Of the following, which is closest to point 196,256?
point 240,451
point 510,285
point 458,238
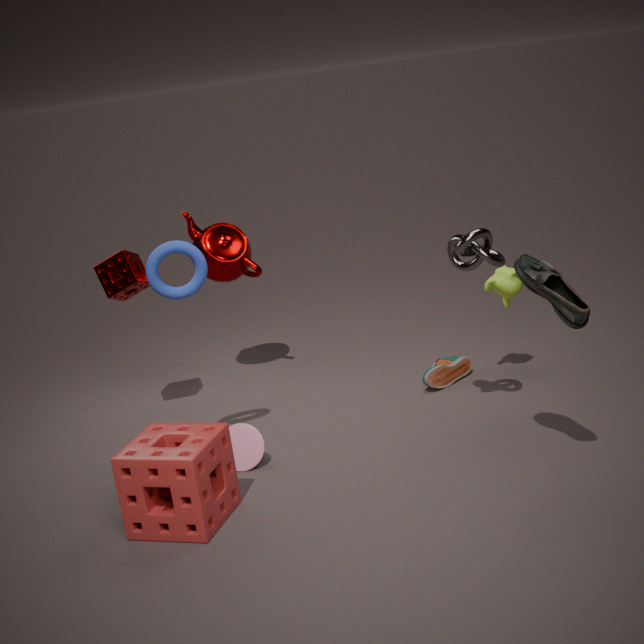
point 240,451
